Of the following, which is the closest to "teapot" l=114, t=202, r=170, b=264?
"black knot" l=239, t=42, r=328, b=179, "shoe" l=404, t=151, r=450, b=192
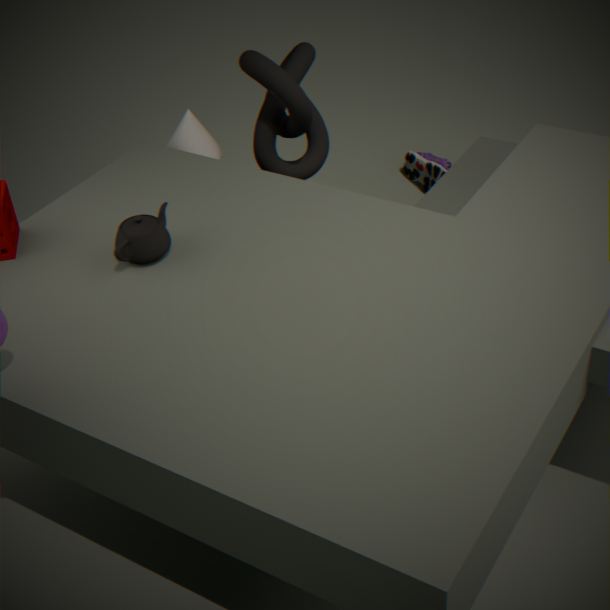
"black knot" l=239, t=42, r=328, b=179
